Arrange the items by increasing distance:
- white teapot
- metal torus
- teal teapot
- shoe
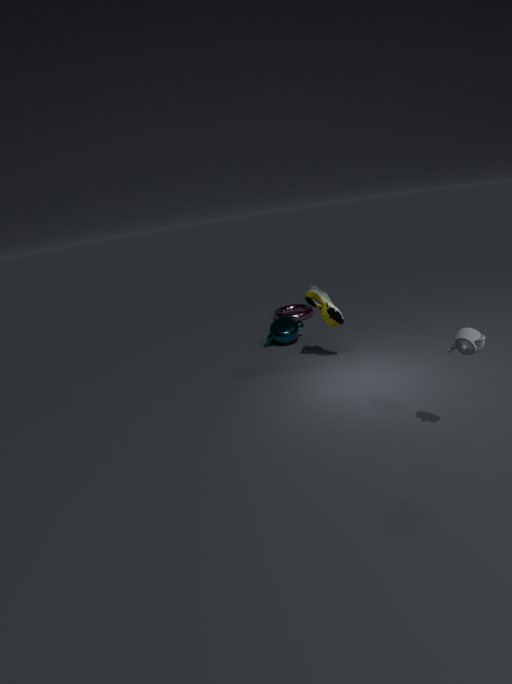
white teapot, shoe, teal teapot, metal torus
